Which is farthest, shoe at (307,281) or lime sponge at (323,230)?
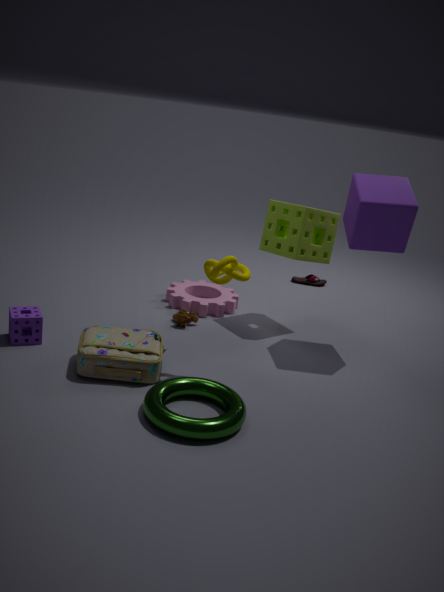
shoe at (307,281)
